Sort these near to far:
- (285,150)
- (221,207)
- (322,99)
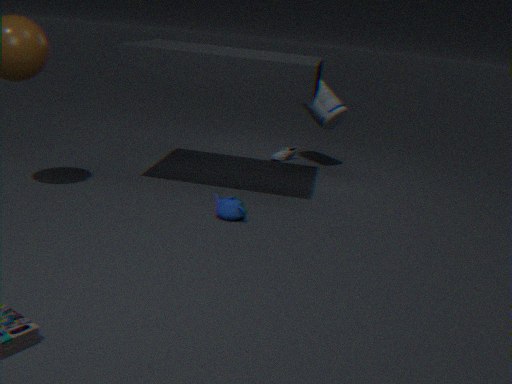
1. (221,207)
2. (322,99)
3. (285,150)
